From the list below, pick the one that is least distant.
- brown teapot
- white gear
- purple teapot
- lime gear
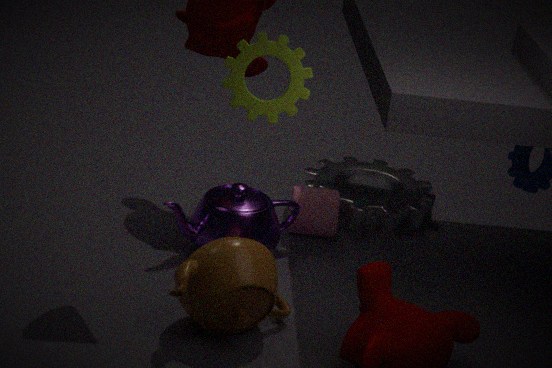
lime gear
